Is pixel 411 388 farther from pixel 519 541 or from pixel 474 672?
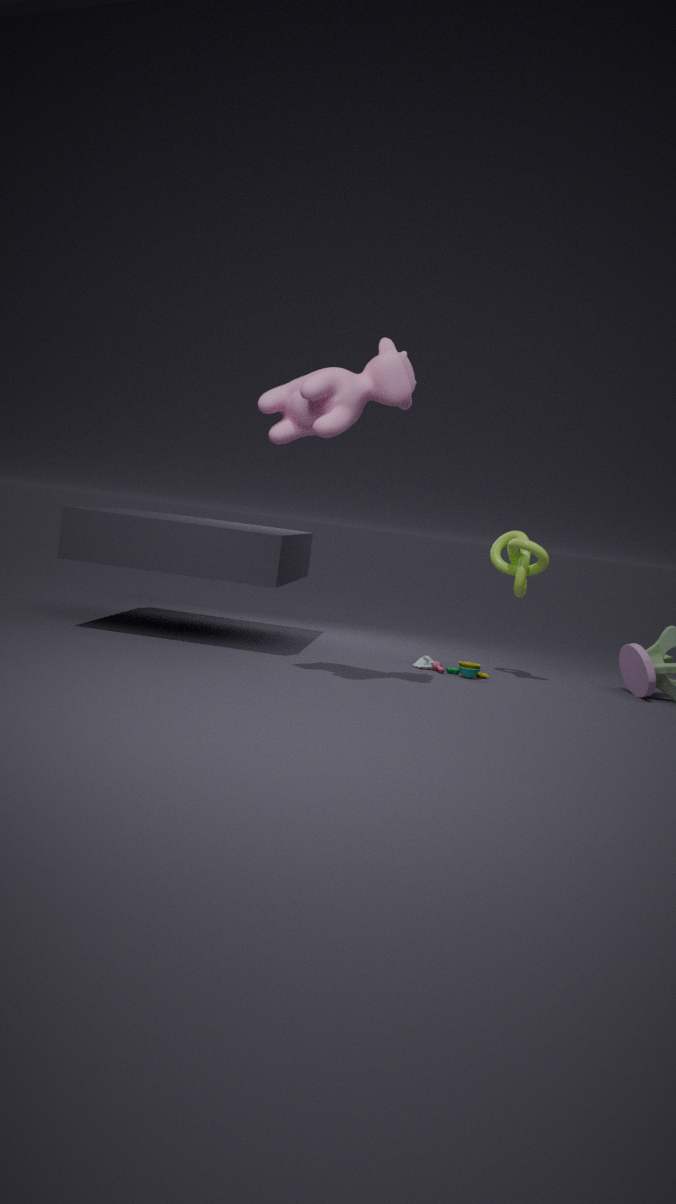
pixel 474 672
